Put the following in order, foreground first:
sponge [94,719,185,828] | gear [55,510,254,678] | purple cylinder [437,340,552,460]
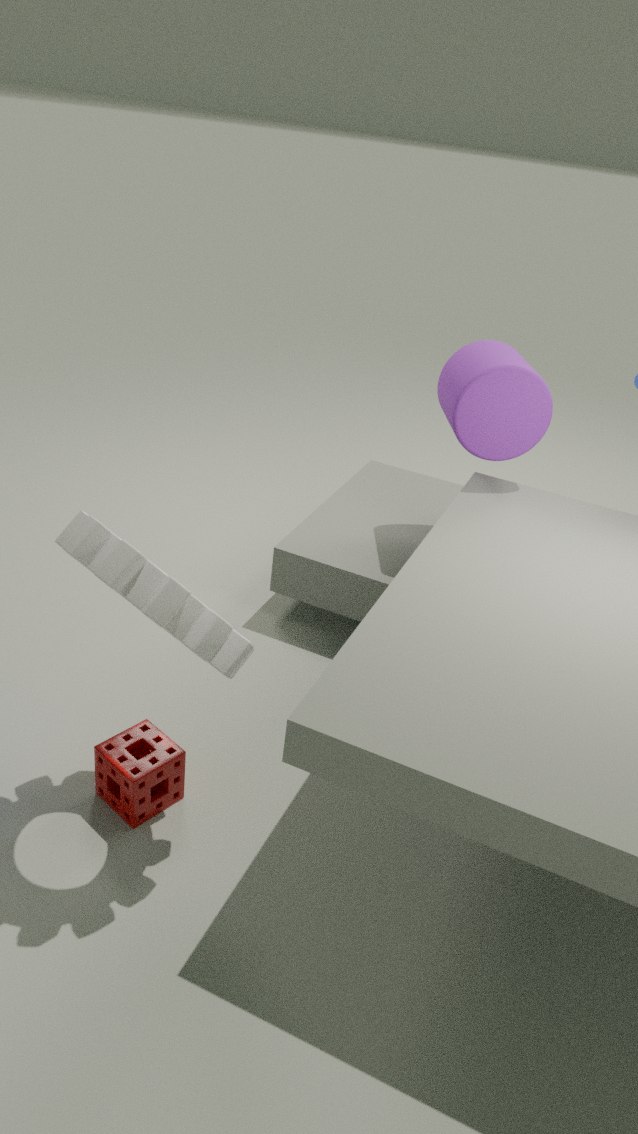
gear [55,510,254,678] → sponge [94,719,185,828] → purple cylinder [437,340,552,460]
